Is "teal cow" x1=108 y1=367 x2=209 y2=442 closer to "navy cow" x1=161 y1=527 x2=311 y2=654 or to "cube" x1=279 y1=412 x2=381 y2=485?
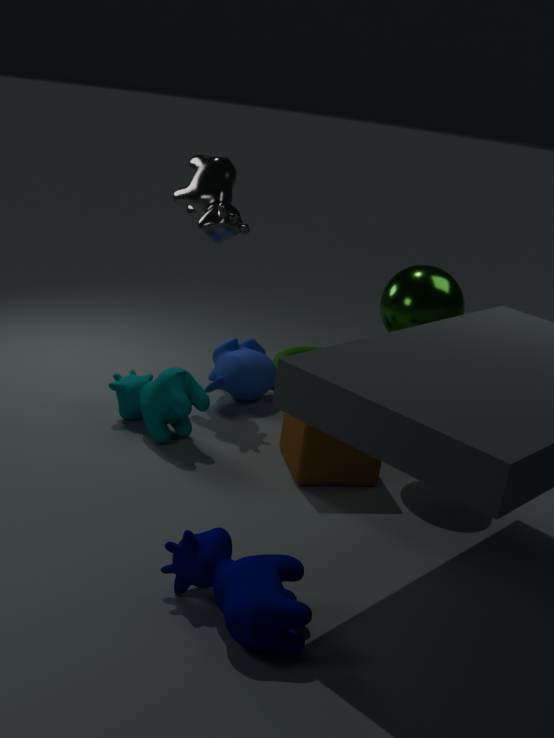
"cube" x1=279 y1=412 x2=381 y2=485
